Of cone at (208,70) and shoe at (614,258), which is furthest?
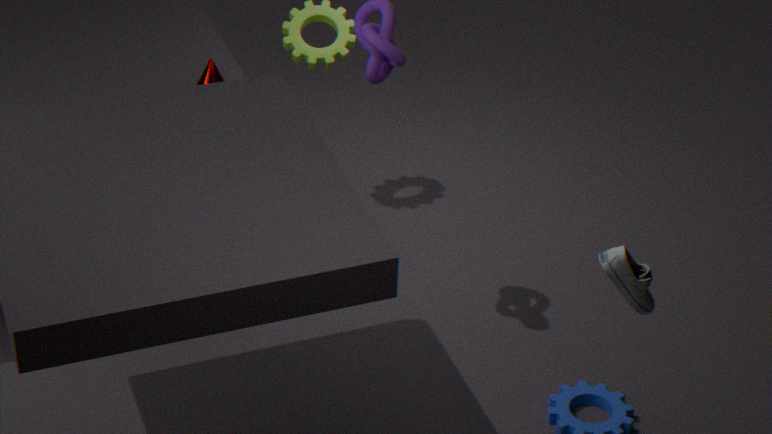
cone at (208,70)
